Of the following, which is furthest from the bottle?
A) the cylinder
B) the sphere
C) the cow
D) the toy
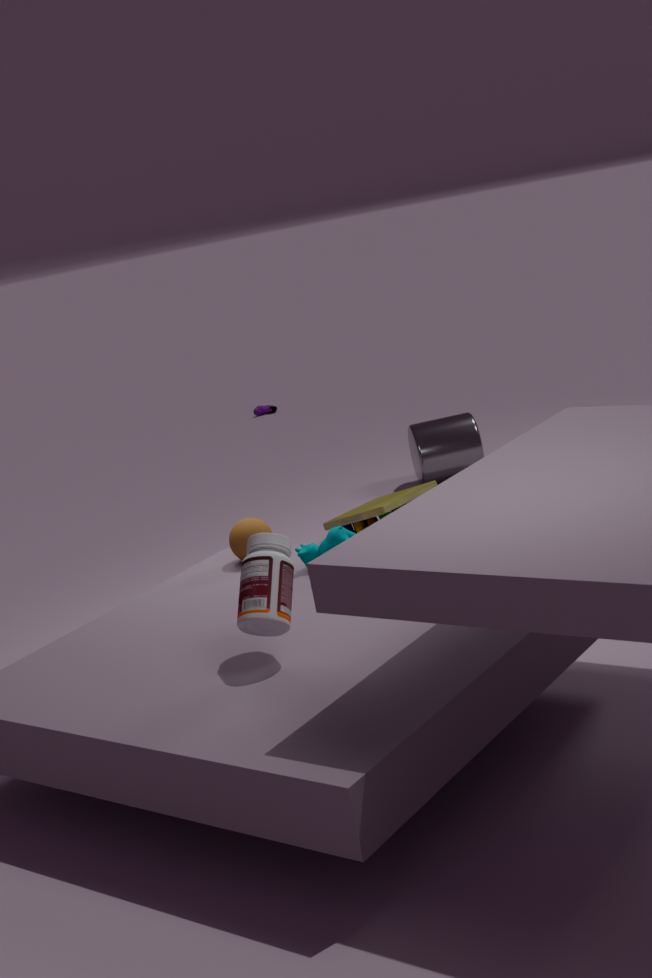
the cylinder
